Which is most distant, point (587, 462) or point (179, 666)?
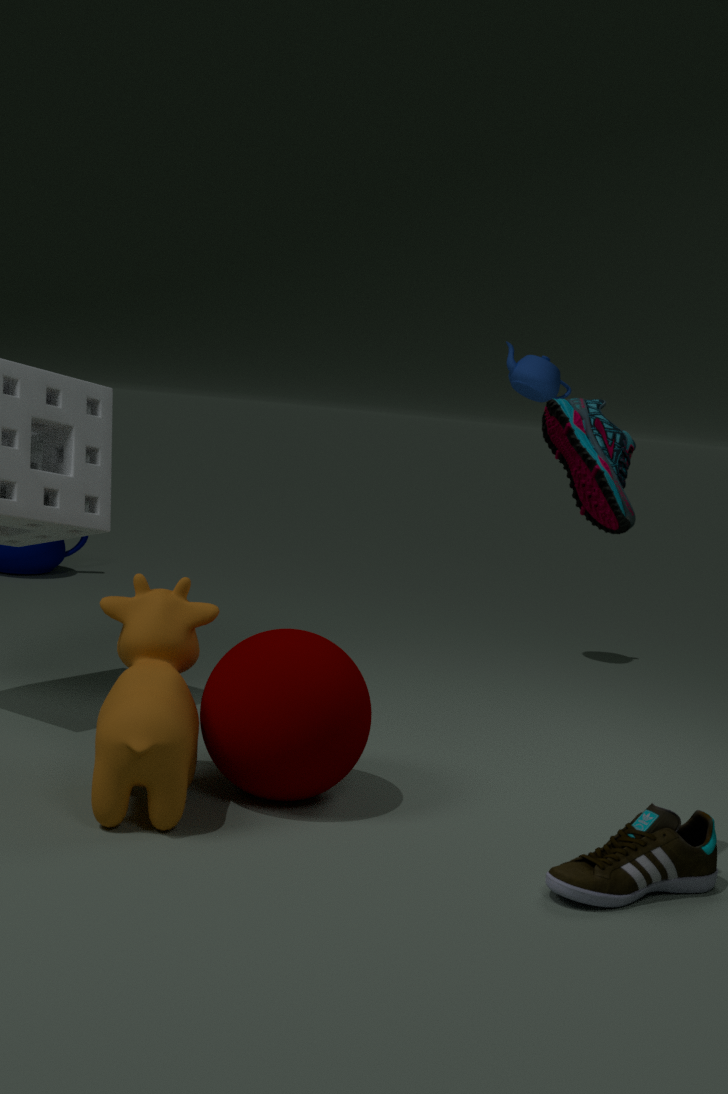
point (179, 666)
